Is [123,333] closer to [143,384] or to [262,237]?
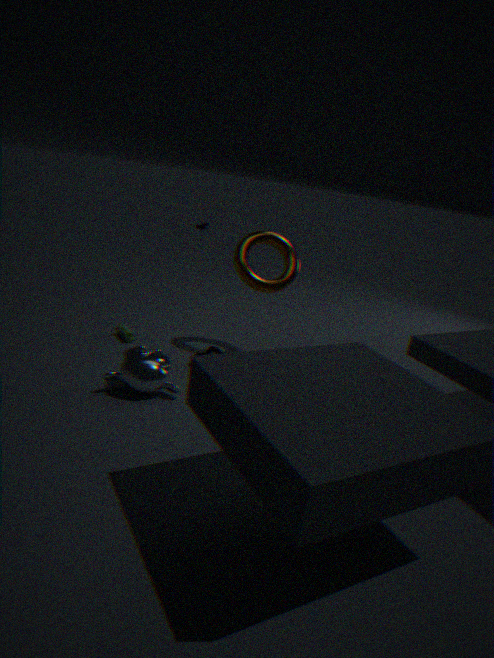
[143,384]
